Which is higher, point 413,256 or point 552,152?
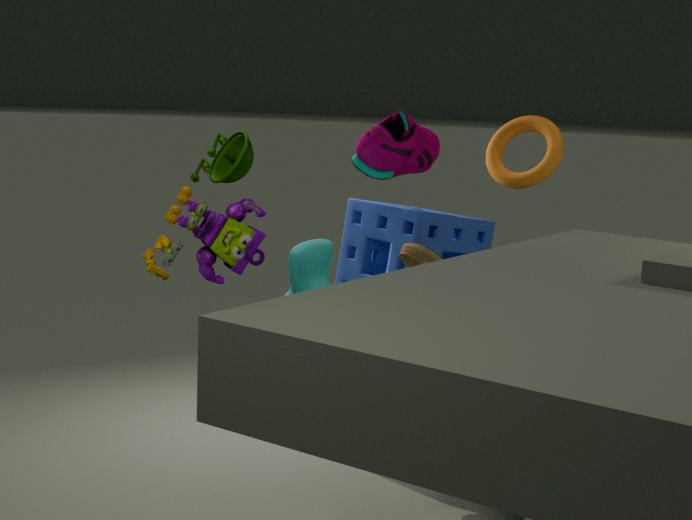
point 552,152
